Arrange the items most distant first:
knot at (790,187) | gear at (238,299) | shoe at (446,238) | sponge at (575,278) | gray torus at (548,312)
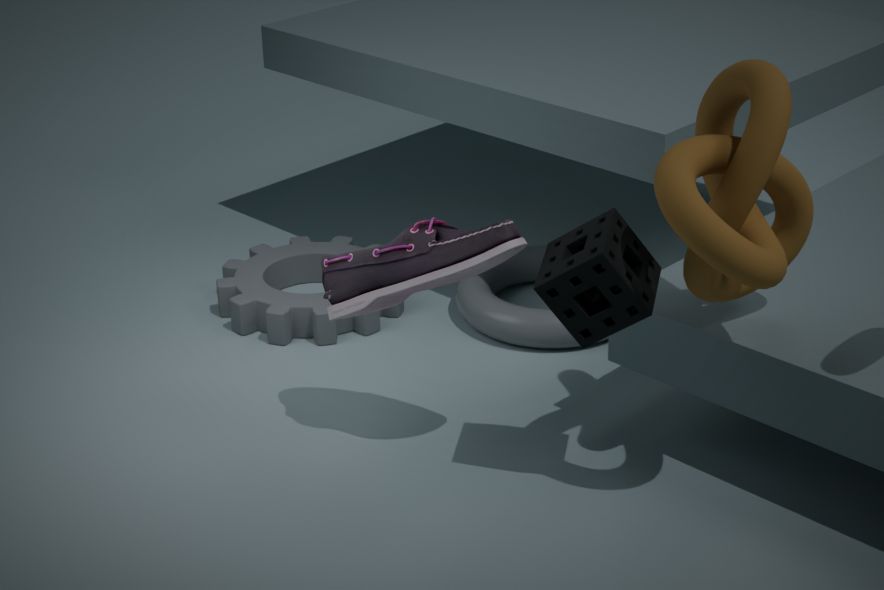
1. gear at (238,299)
2. gray torus at (548,312)
3. shoe at (446,238)
4. sponge at (575,278)
5. knot at (790,187)
